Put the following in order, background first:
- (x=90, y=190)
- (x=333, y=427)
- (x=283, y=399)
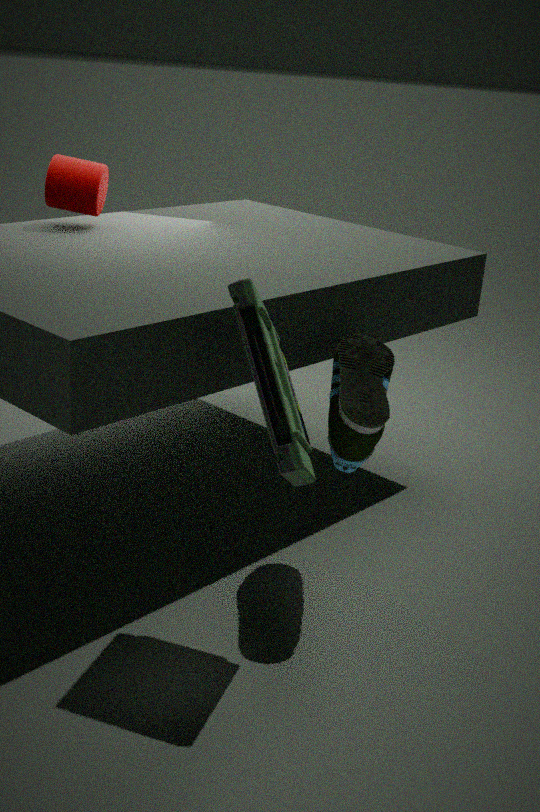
1. (x=90, y=190)
2. (x=333, y=427)
3. (x=283, y=399)
